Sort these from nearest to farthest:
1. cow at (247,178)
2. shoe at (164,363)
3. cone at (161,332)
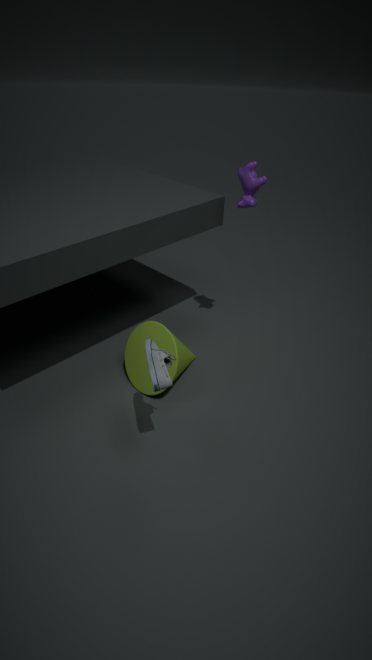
shoe at (164,363) < cow at (247,178) < cone at (161,332)
